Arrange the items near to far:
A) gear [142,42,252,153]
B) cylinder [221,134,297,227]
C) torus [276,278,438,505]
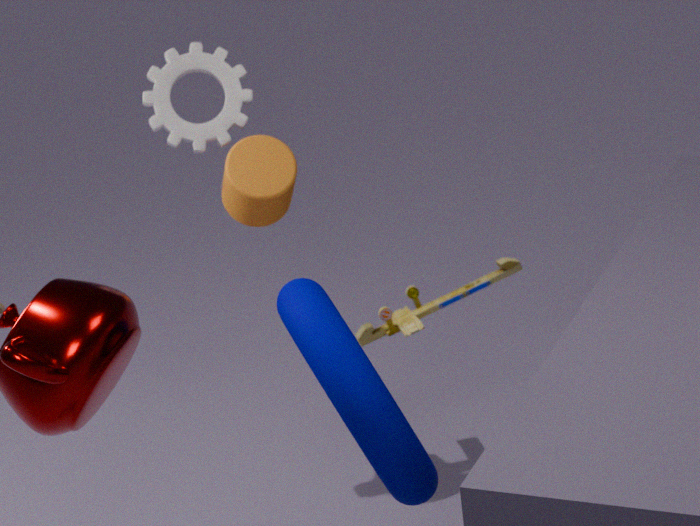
torus [276,278,438,505] < cylinder [221,134,297,227] < gear [142,42,252,153]
